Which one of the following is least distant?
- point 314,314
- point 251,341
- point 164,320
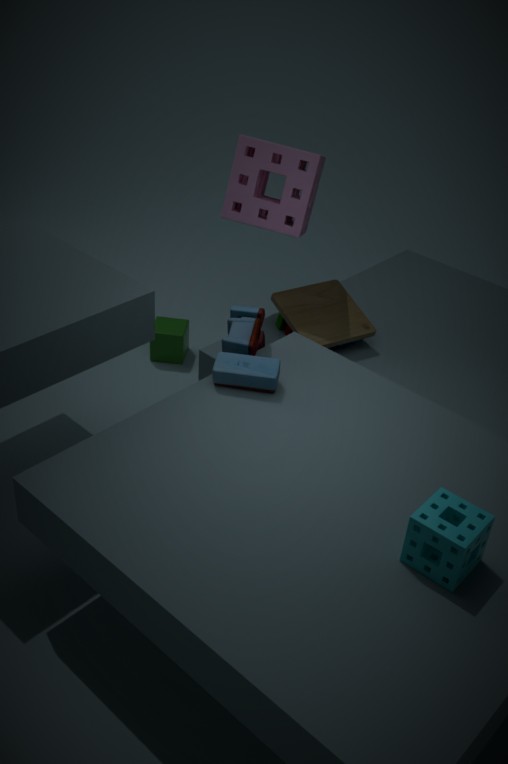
point 251,341
